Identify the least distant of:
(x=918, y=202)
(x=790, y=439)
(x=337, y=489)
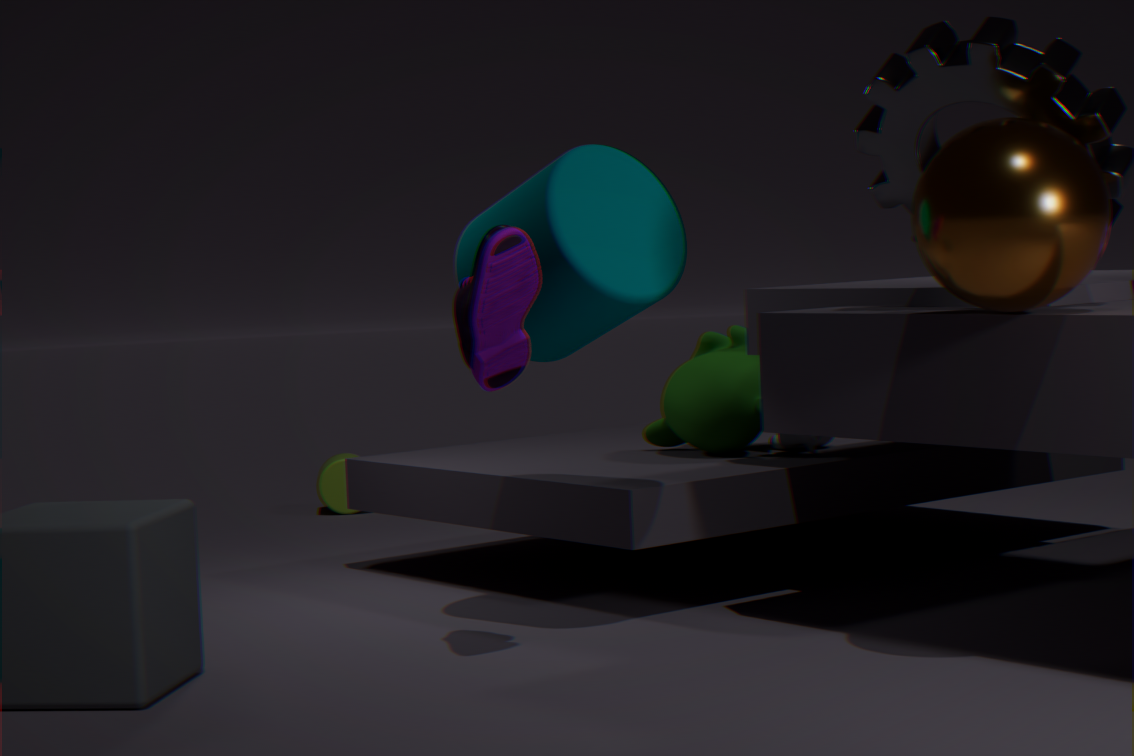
(x=918, y=202)
